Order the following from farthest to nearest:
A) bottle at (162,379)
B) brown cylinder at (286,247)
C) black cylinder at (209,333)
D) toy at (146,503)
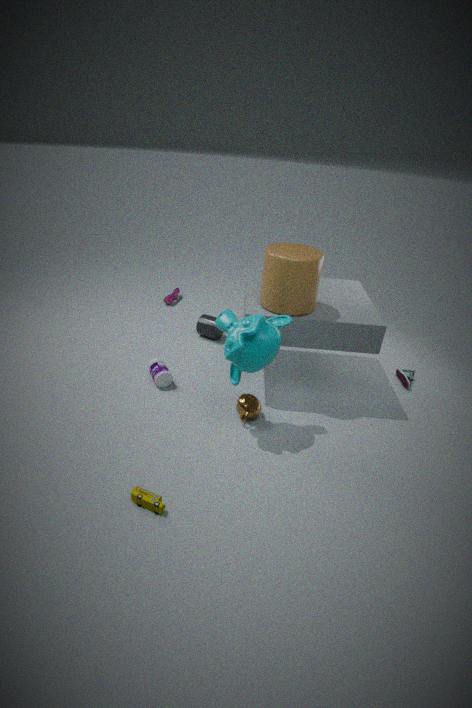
black cylinder at (209,333) < bottle at (162,379) < brown cylinder at (286,247) < toy at (146,503)
